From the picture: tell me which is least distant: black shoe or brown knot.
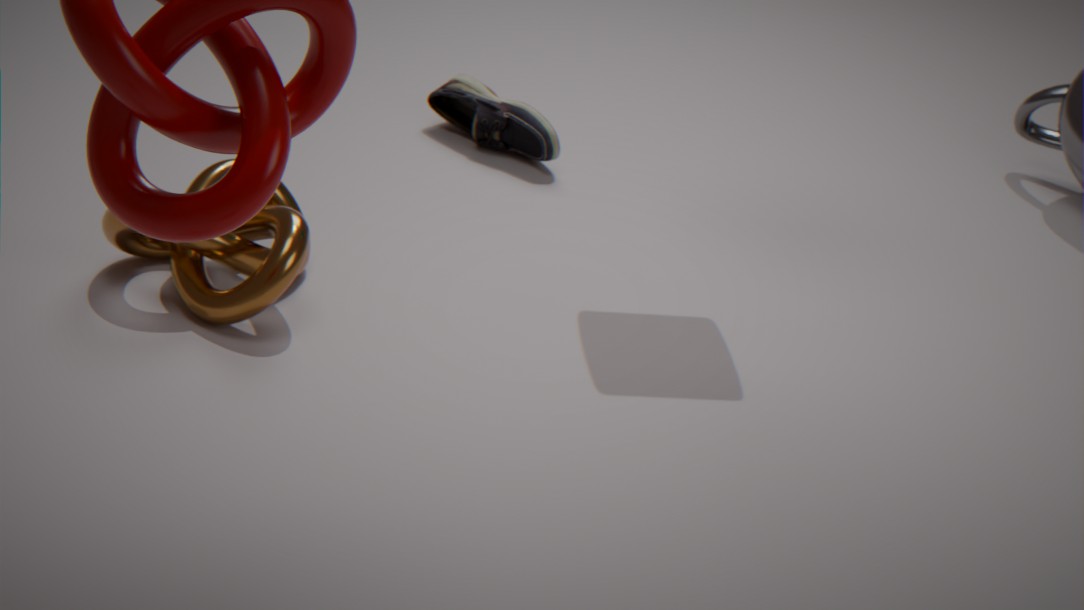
brown knot
